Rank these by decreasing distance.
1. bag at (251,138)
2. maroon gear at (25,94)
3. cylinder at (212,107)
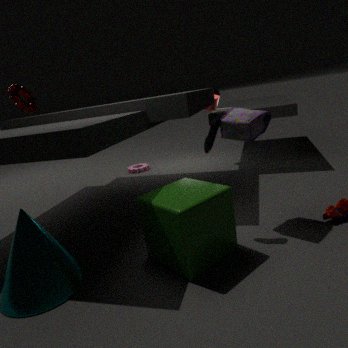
cylinder at (212,107) < maroon gear at (25,94) < bag at (251,138)
